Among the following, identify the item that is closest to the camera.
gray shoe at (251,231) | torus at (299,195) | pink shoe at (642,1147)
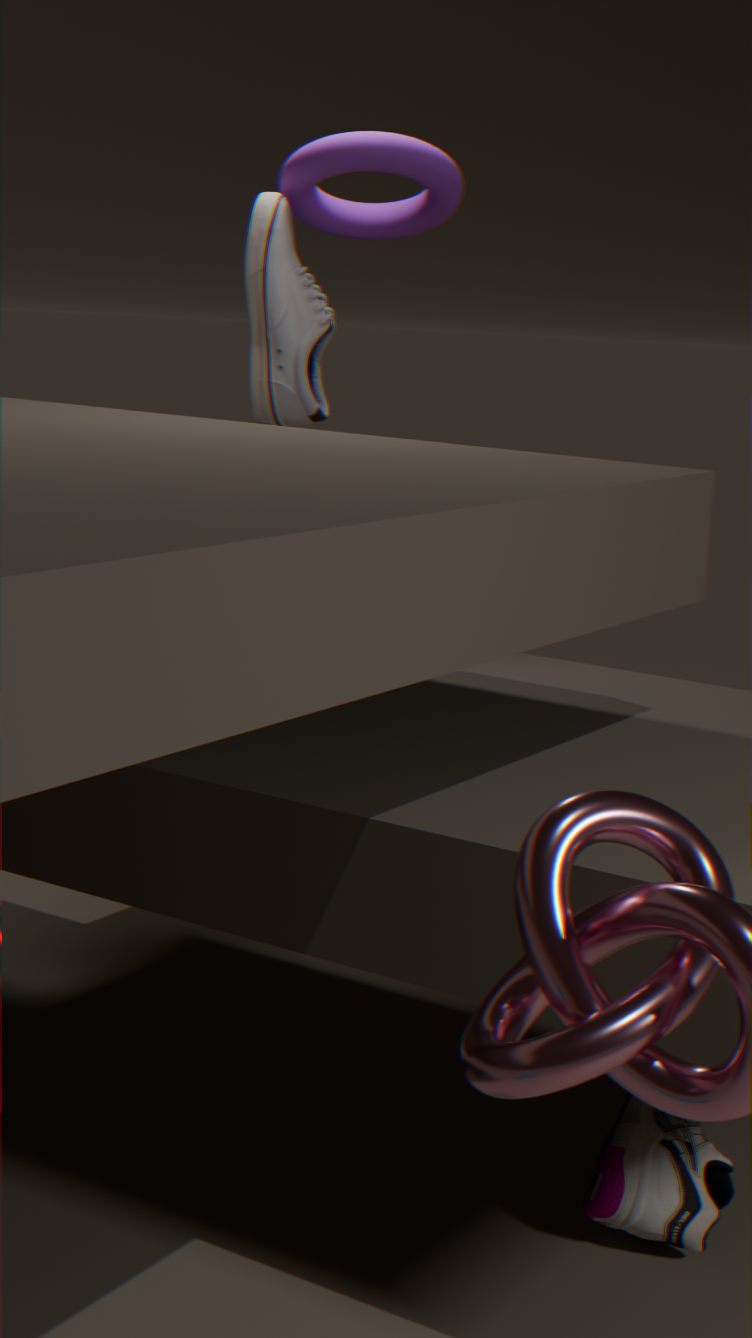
pink shoe at (642,1147)
